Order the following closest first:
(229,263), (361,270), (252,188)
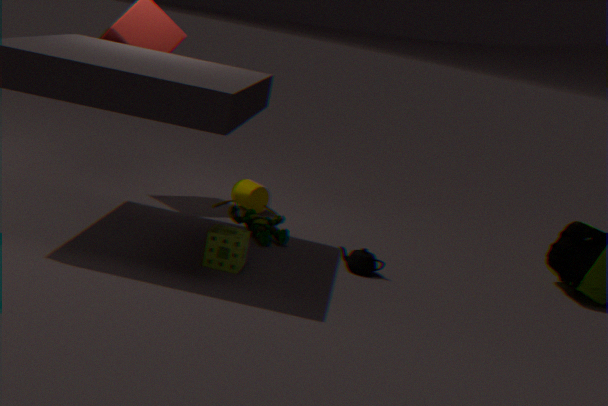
1. (229,263)
2. (361,270)
3. (252,188)
